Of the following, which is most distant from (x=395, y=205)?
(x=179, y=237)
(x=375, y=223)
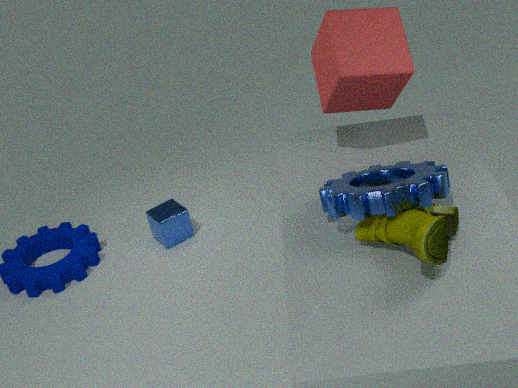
(x=179, y=237)
